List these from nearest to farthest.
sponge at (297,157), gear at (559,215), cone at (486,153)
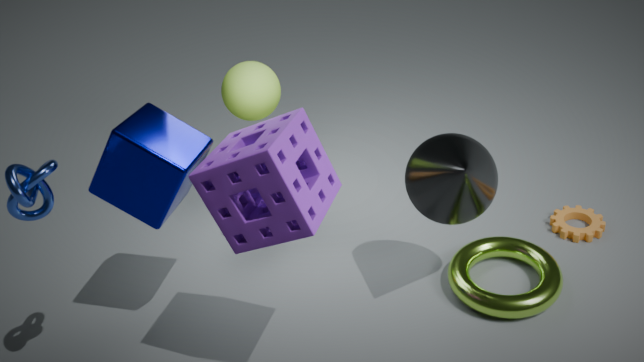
sponge at (297,157) → cone at (486,153) → gear at (559,215)
